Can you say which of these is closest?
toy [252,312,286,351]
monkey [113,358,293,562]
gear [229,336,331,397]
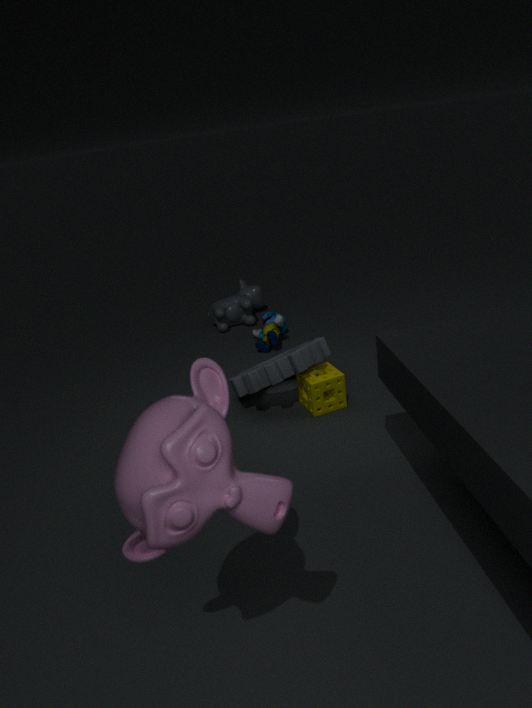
monkey [113,358,293,562]
